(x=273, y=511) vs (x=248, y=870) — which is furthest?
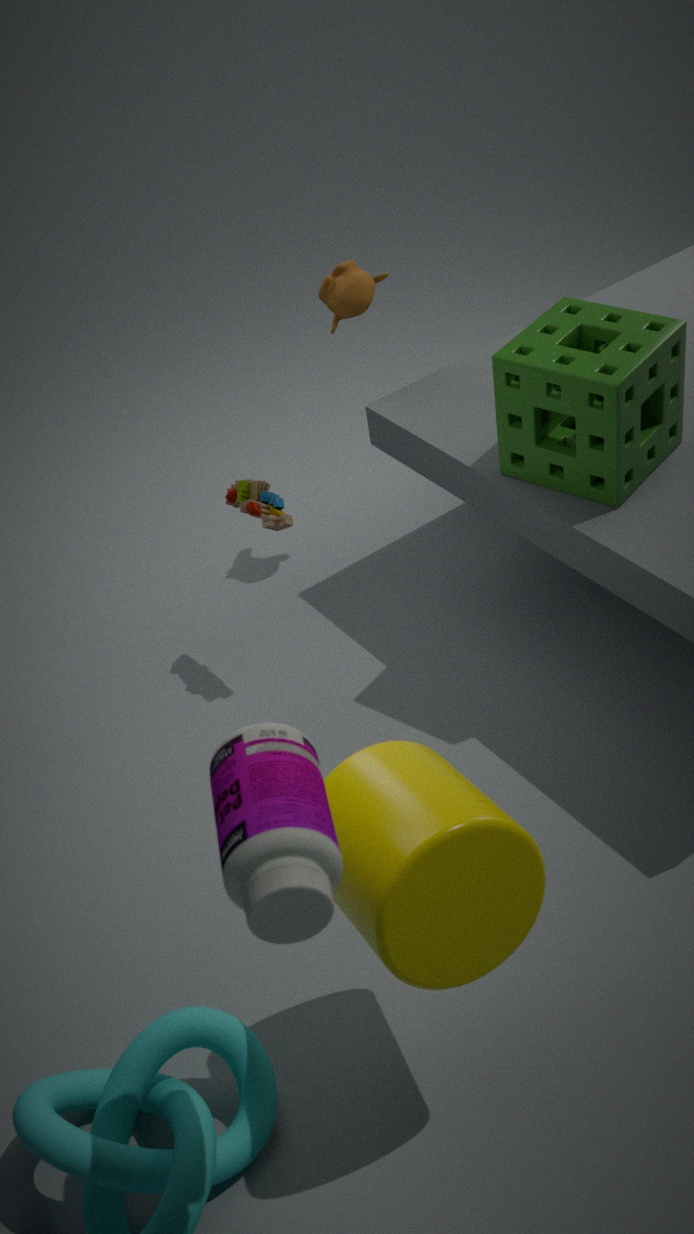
(x=273, y=511)
